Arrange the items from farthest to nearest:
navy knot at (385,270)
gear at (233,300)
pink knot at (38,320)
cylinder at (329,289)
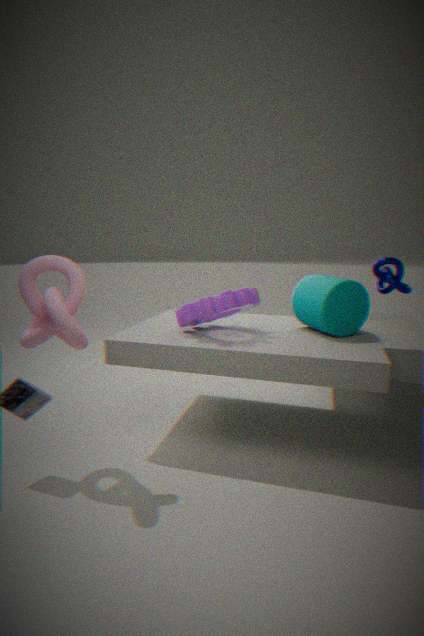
1. cylinder at (329,289)
2. navy knot at (385,270)
3. gear at (233,300)
4. pink knot at (38,320)
